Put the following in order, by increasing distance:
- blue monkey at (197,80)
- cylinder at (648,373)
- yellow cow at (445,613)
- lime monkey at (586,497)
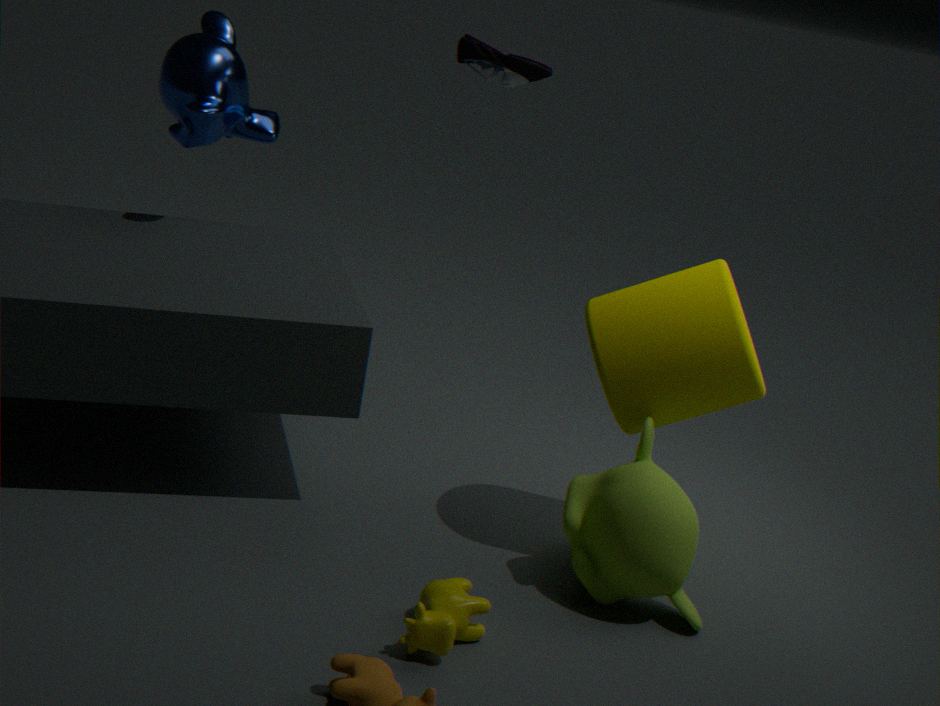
1. yellow cow at (445,613)
2. lime monkey at (586,497)
3. cylinder at (648,373)
4. blue monkey at (197,80)
